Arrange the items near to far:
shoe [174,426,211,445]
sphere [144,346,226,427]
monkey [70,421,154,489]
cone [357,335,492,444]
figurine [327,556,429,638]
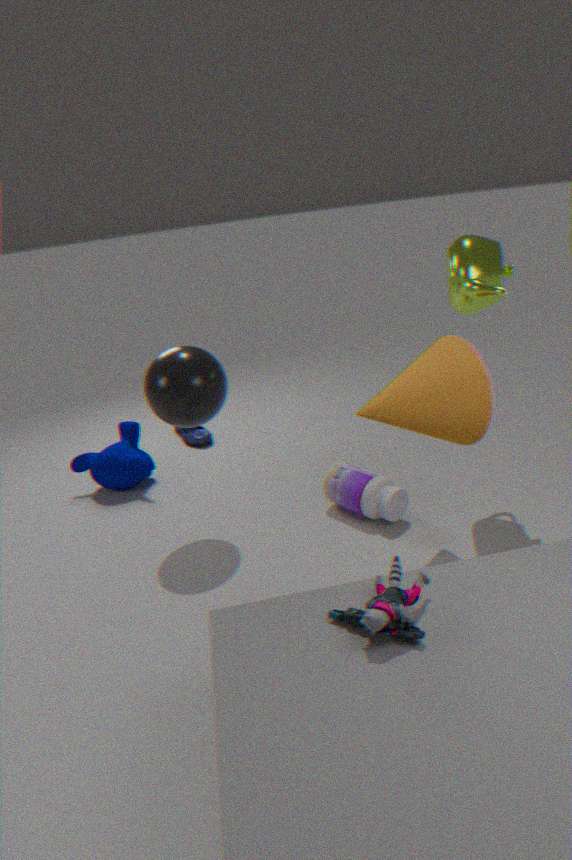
figurine [327,556,429,638] → cone [357,335,492,444] → sphere [144,346,226,427] → monkey [70,421,154,489] → shoe [174,426,211,445]
